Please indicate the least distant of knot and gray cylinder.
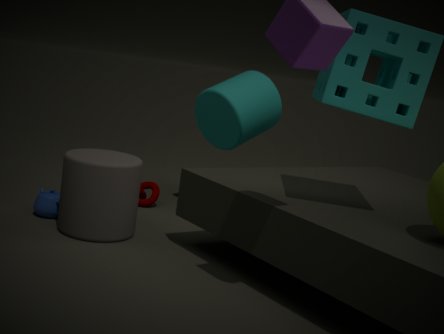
gray cylinder
